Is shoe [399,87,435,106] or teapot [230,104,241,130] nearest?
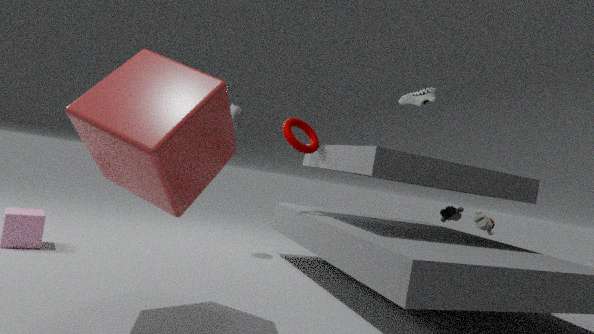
shoe [399,87,435,106]
